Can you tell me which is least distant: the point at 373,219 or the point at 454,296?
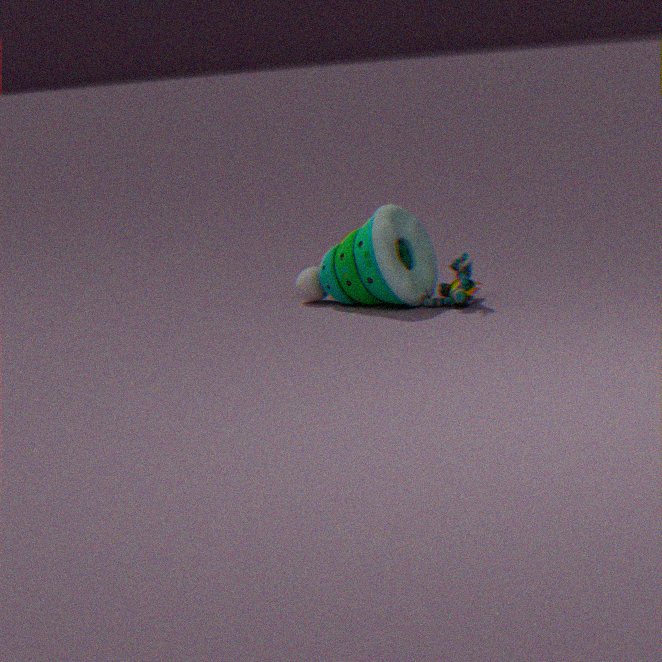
the point at 454,296
